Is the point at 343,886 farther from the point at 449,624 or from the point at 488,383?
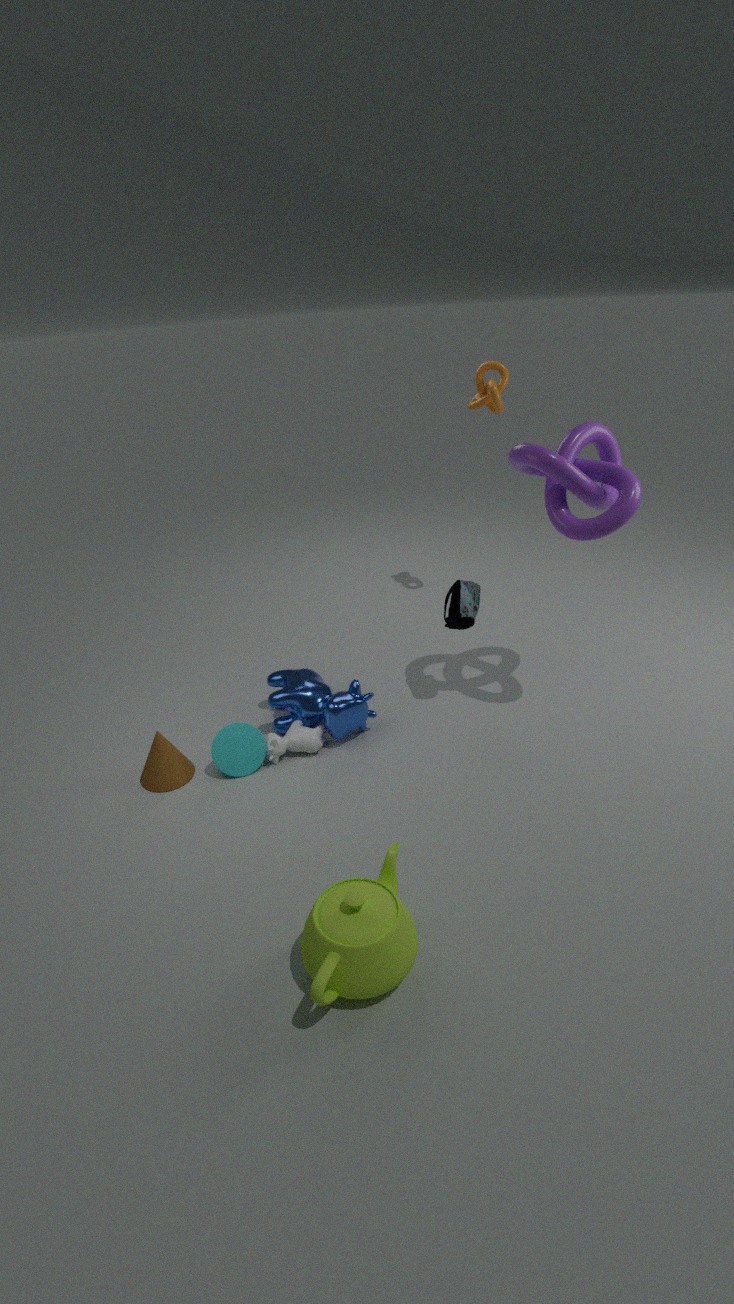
the point at 488,383
